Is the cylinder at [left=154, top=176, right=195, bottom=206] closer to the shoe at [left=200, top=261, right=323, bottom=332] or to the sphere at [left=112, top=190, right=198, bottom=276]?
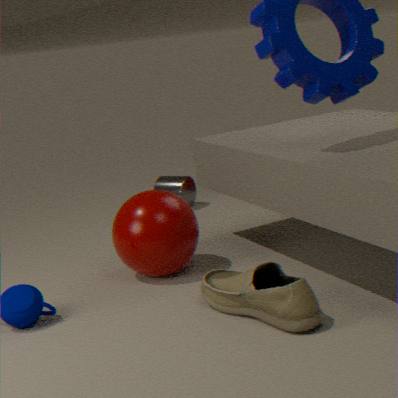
the sphere at [left=112, top=190, right=198, bottom=276]
